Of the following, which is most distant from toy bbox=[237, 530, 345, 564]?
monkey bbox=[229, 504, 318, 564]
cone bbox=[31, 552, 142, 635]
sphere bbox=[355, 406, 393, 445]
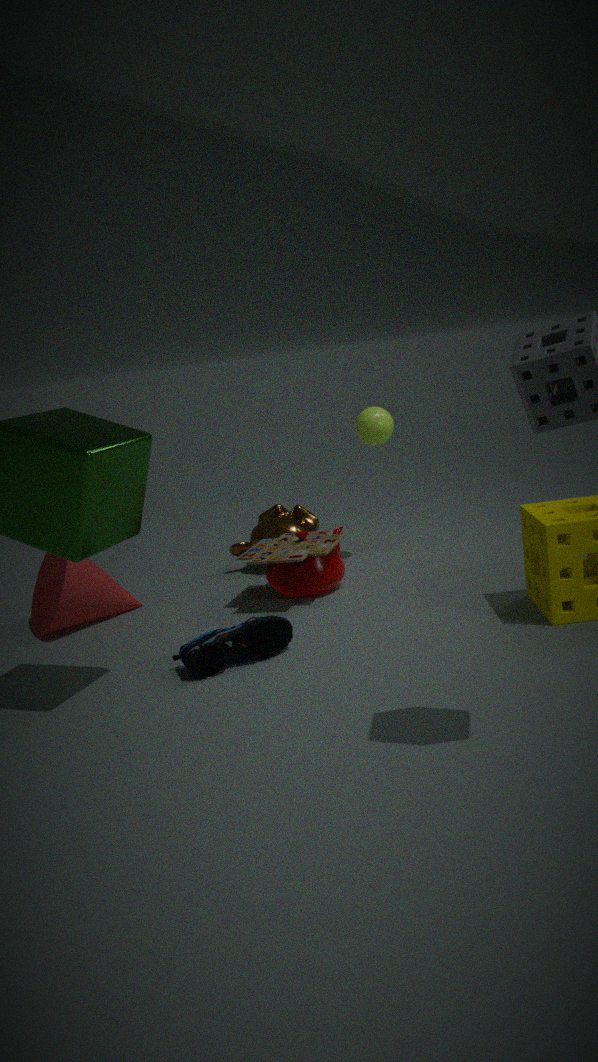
cone bbox=[31, 552, 142, 635]
